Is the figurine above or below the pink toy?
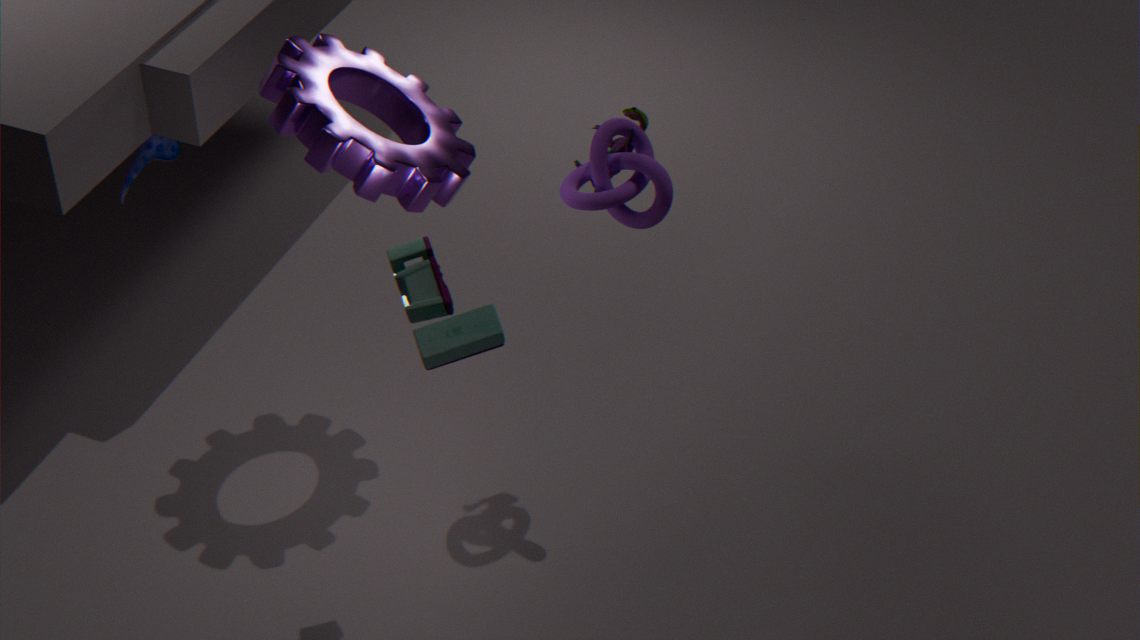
below
